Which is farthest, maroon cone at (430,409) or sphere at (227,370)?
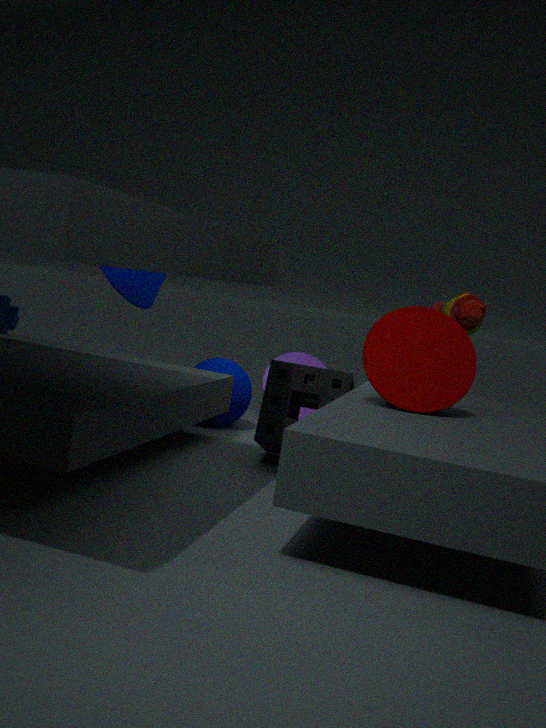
sphere at (227,370)
